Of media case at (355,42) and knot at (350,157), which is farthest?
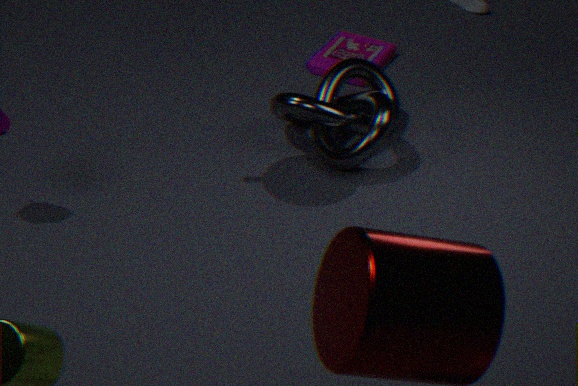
media case at (355,42)
